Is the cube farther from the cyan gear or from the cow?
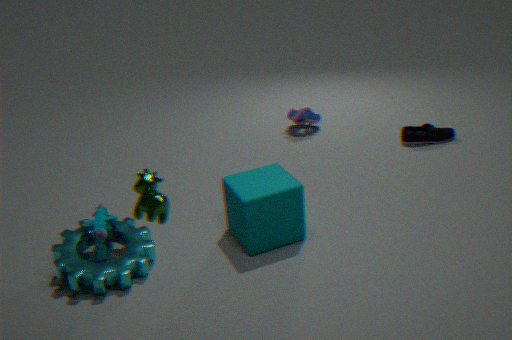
the cow
